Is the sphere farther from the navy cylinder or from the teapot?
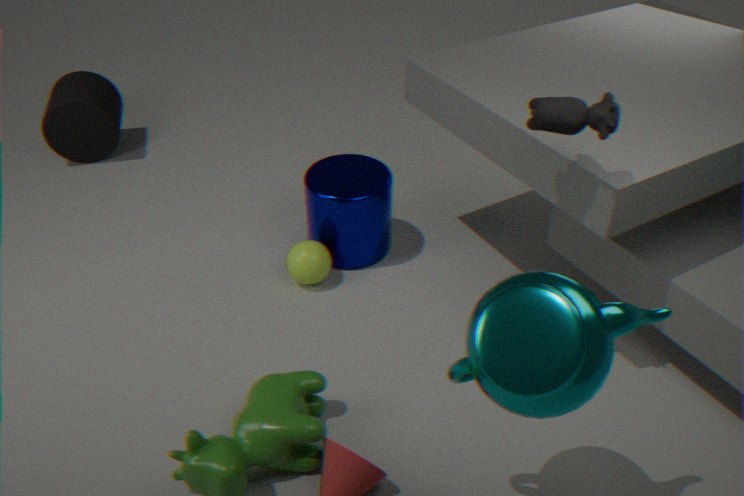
the teapot
